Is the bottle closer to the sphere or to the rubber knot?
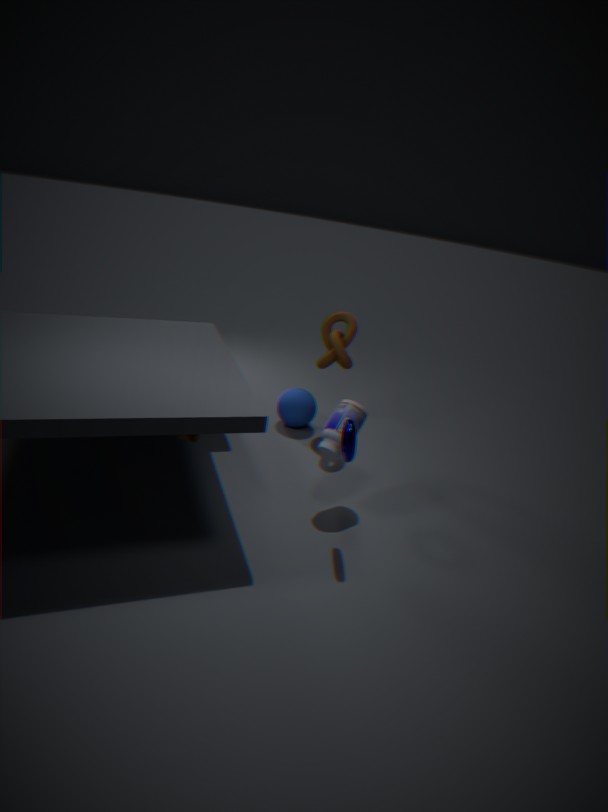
the rubber knot
